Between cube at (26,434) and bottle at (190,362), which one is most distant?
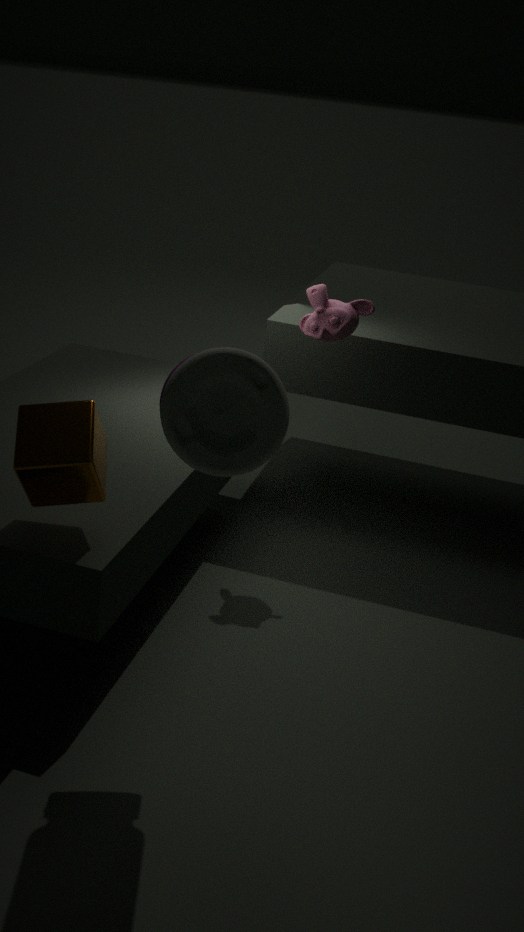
cube at (26,434)
